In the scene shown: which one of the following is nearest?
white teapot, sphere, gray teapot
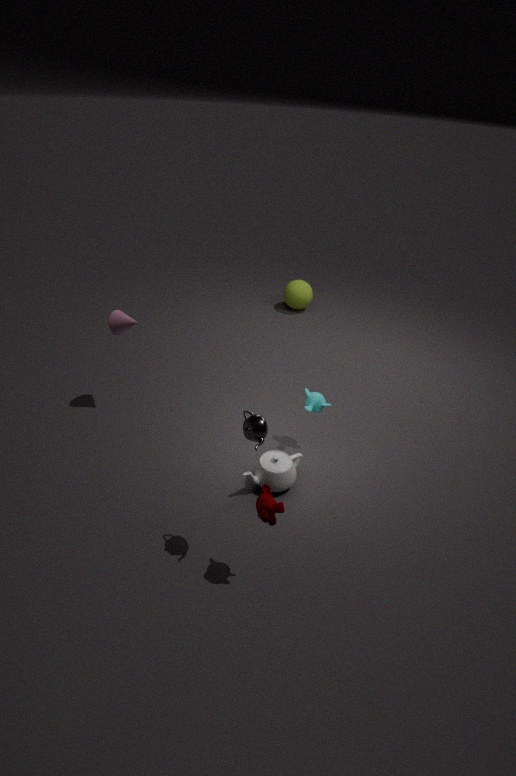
gray teapot
